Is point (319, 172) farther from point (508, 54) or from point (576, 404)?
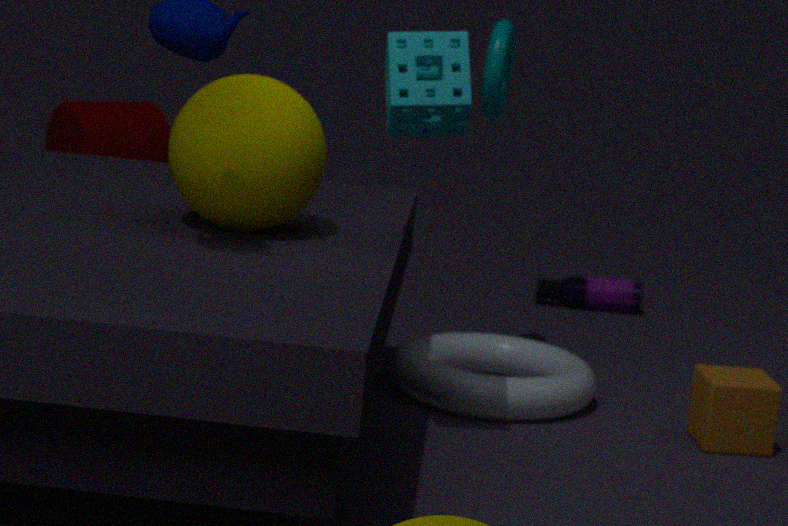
point (576, 404)
